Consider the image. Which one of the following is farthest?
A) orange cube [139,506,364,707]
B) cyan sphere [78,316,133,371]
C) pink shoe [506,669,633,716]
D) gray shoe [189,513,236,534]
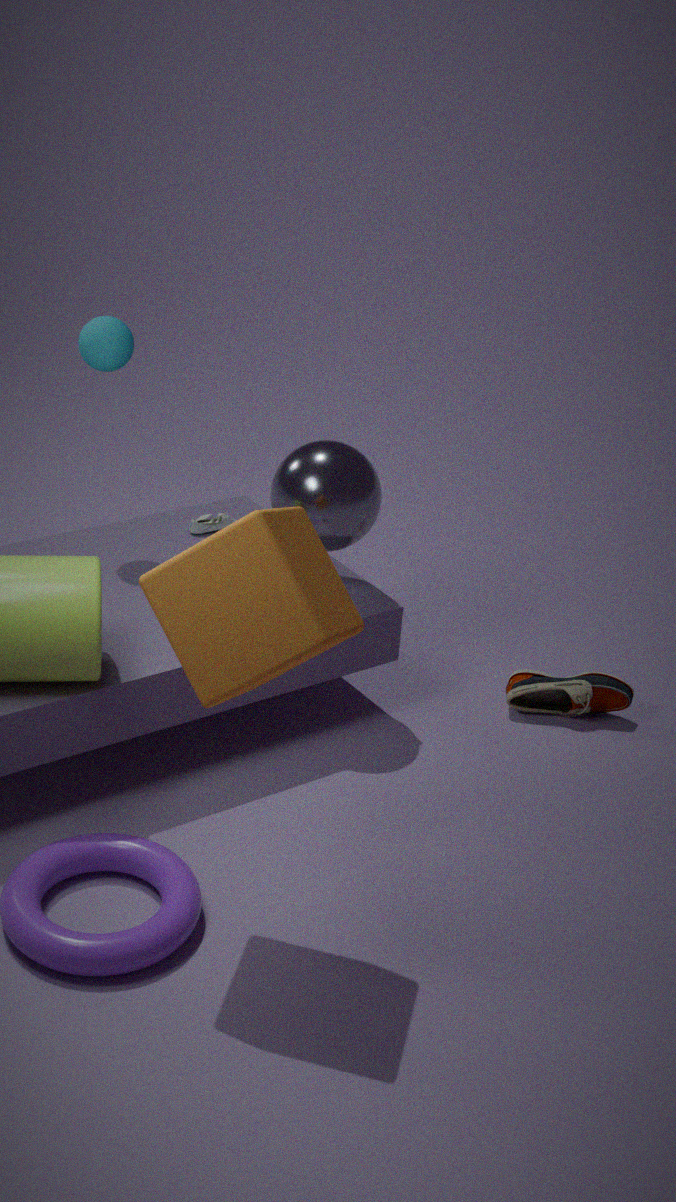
gray shoe [189,513,236,534]
